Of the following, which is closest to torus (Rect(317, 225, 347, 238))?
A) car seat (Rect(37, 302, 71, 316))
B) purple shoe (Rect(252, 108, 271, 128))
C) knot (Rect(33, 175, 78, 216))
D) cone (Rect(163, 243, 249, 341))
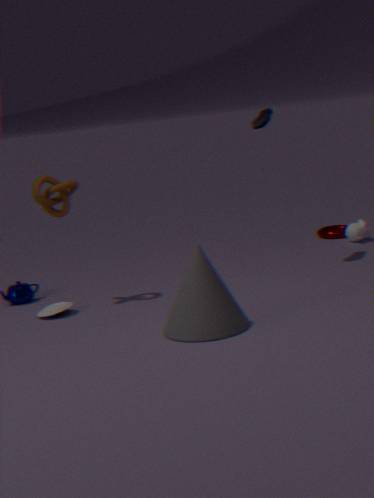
purple shoe (Rect(252, 108, 271, 128))
